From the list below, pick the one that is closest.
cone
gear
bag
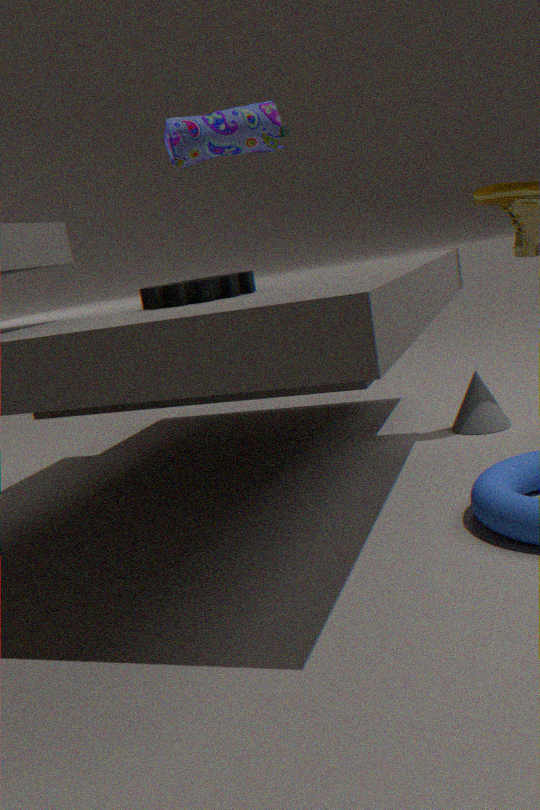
gear
